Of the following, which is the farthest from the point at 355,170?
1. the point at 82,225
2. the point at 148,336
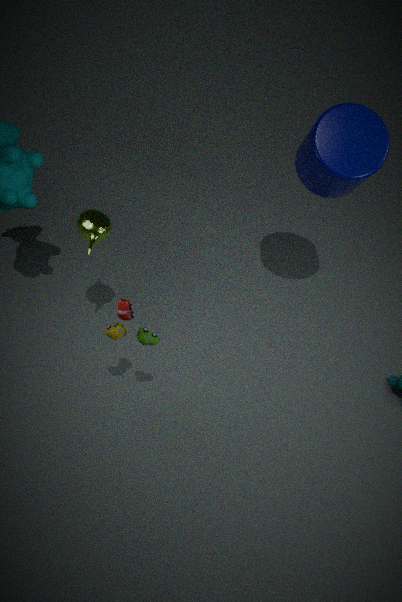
the point at 148,336
